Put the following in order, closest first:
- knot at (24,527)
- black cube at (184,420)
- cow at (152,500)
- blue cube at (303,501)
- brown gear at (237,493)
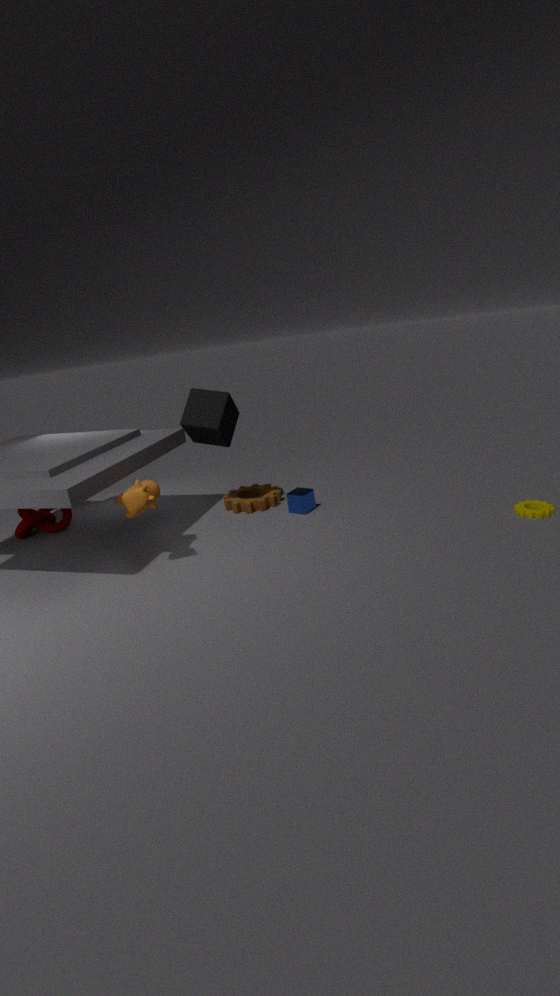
cow at (152,500) < black cube at (184,420) < blue cube at (303,501) < knot at (24,527) < brown gear at (237,493)
